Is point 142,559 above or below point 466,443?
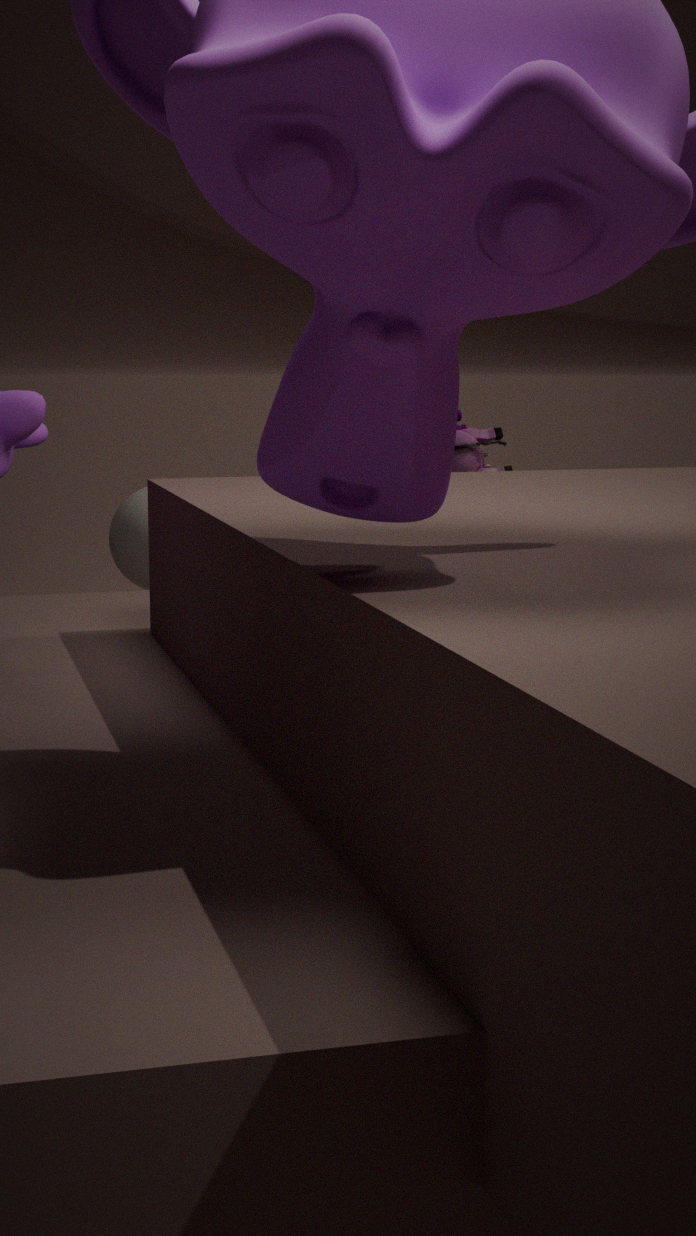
below
